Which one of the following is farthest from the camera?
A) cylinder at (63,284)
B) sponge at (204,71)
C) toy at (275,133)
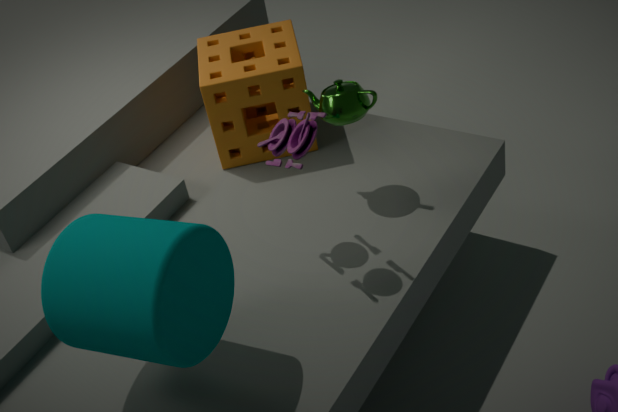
sponge at (204,71)
